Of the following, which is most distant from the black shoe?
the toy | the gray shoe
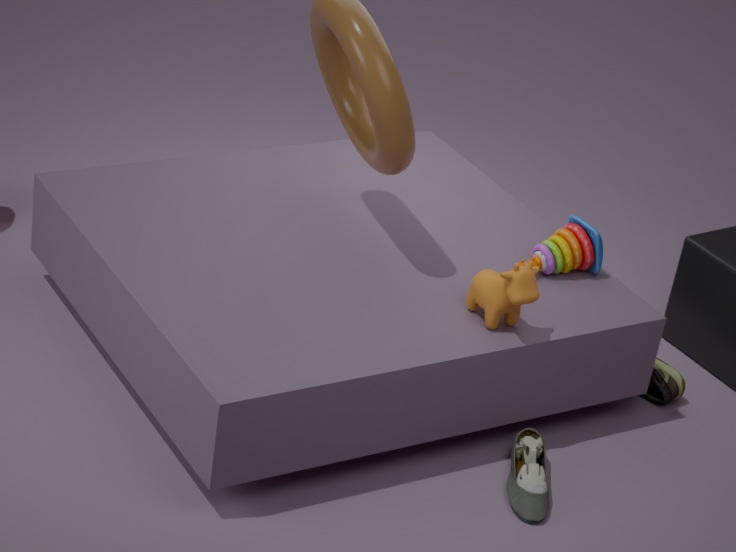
the gray shoe
